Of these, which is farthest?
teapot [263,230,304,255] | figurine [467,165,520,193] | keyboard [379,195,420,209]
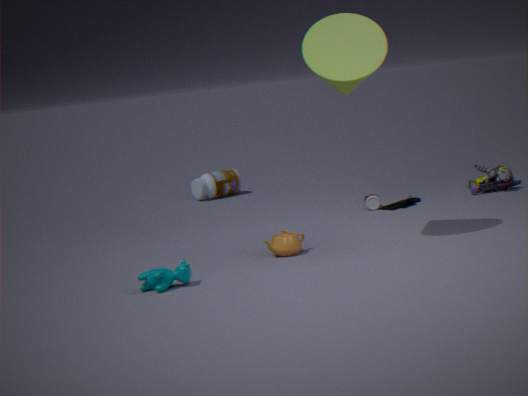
figurine [467,165,520,193]
